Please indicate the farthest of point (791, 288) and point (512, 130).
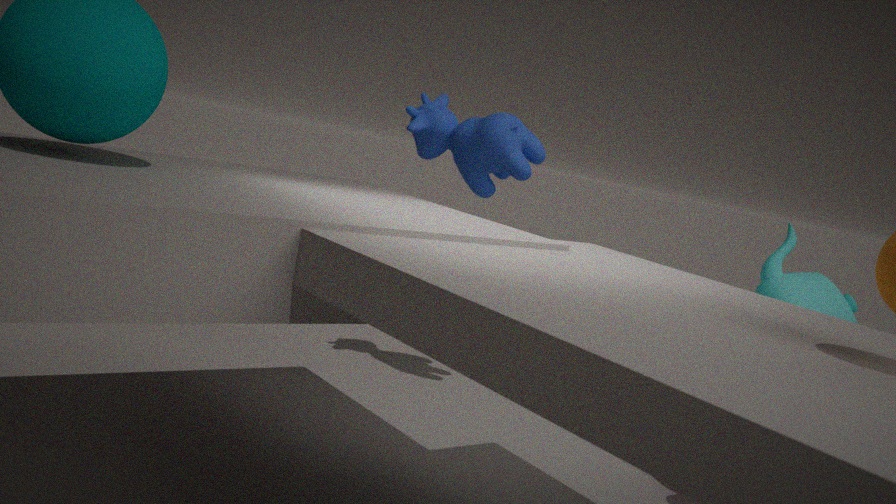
point (512, 130)
